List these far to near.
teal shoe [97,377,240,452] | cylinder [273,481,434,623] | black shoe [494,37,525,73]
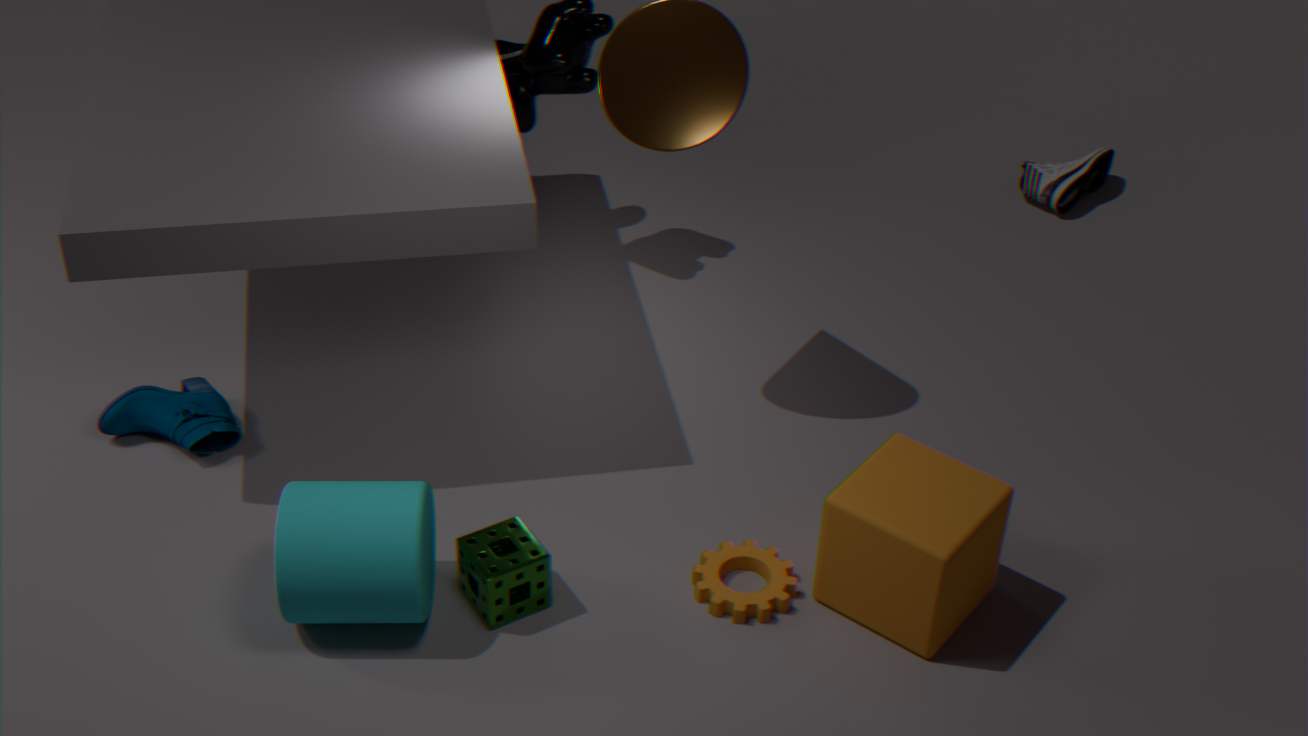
black shoe [494,37,525,73], teal shoe [97,377,240,452], cylinder [273,481,434,623]
